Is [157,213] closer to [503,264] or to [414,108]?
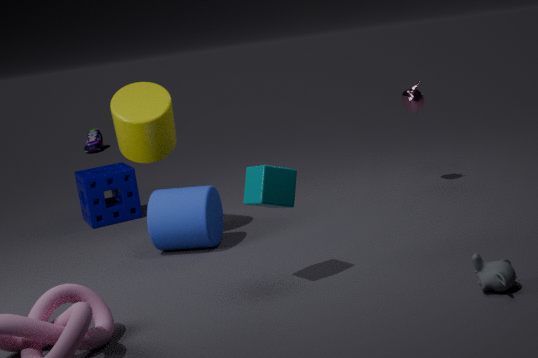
[414,108]
